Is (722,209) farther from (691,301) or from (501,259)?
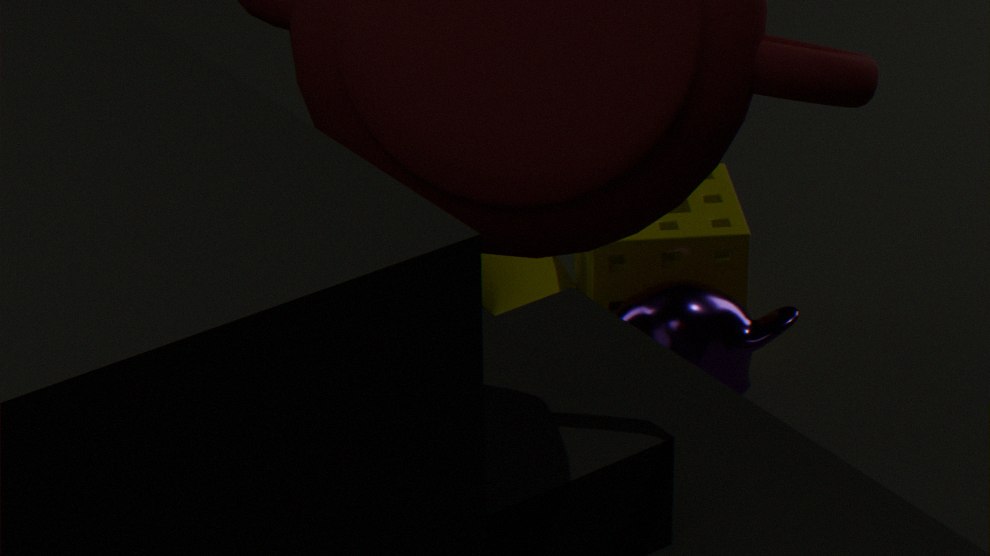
(501,259)
